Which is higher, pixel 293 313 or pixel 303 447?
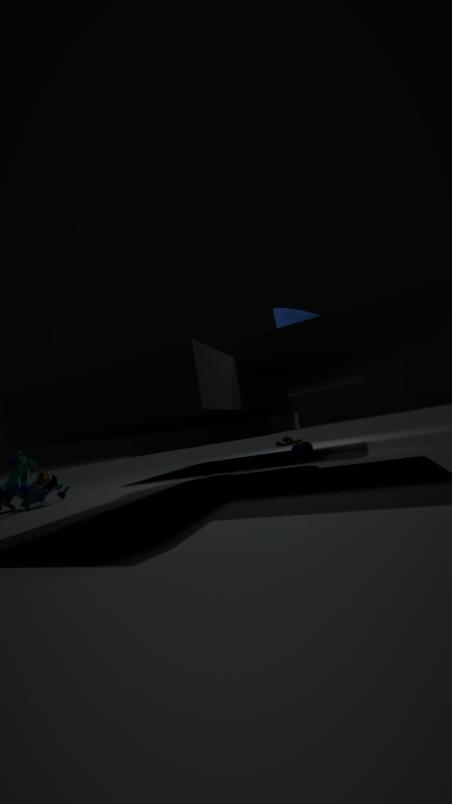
pixel 293 313
